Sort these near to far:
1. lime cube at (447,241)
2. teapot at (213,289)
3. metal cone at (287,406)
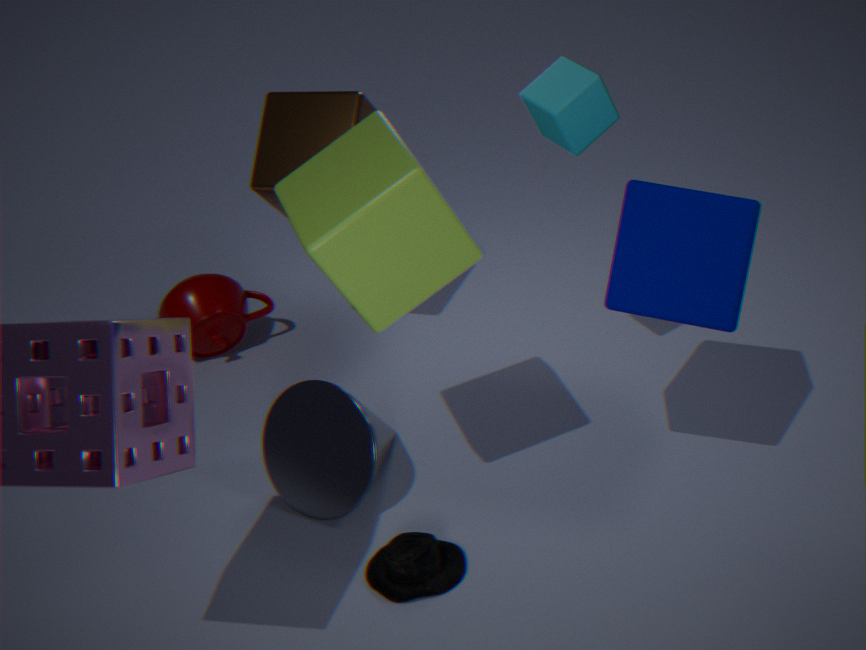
lime cube at (447,241), metal cone at (287,406), teapot at (213,289)
